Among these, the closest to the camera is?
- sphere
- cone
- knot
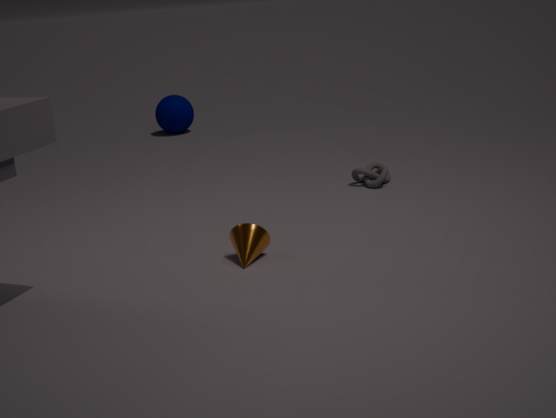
cone
